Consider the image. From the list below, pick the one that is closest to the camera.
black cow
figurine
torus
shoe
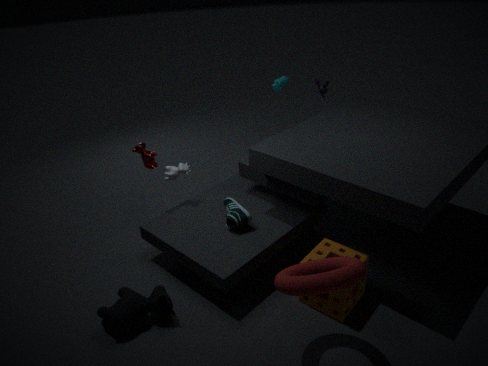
torus
